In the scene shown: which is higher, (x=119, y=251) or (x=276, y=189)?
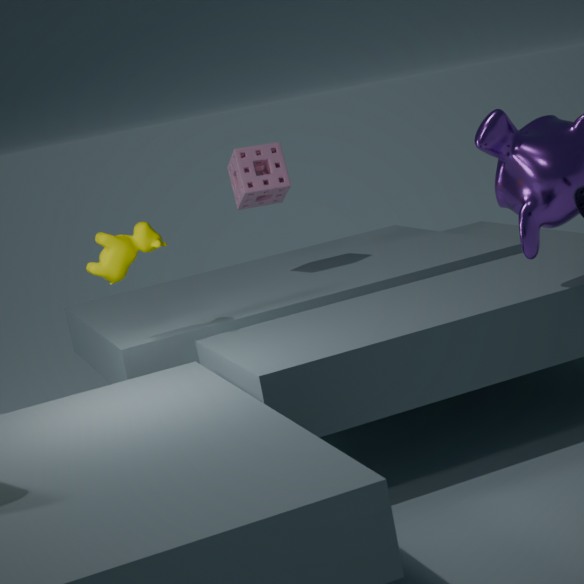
(x=276, y=189)
